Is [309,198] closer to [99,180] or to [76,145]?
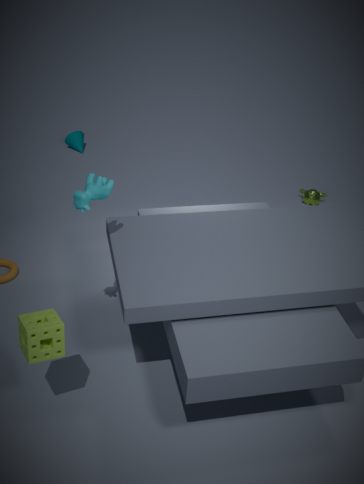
[76,145]
